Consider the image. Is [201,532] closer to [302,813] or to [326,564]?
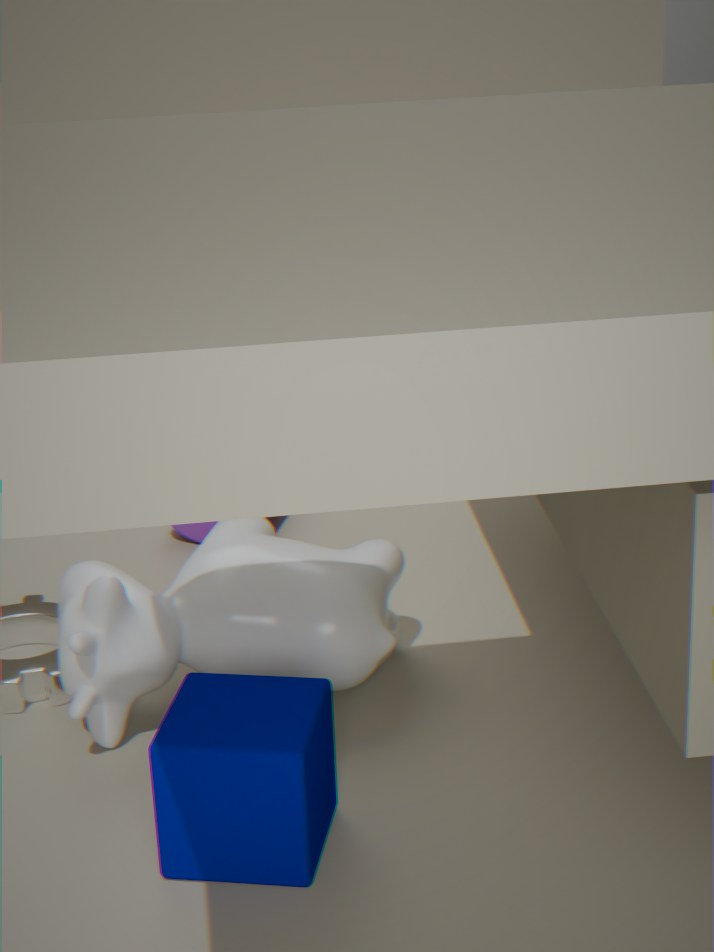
[326,564]
